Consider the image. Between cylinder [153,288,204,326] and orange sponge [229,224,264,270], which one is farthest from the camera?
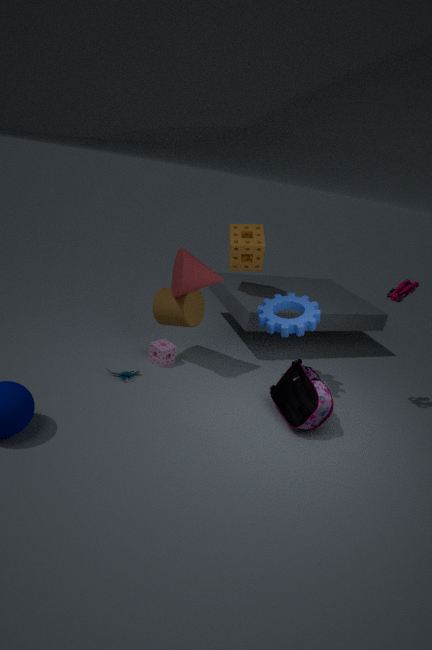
orange sponge [229,224,264,270]
